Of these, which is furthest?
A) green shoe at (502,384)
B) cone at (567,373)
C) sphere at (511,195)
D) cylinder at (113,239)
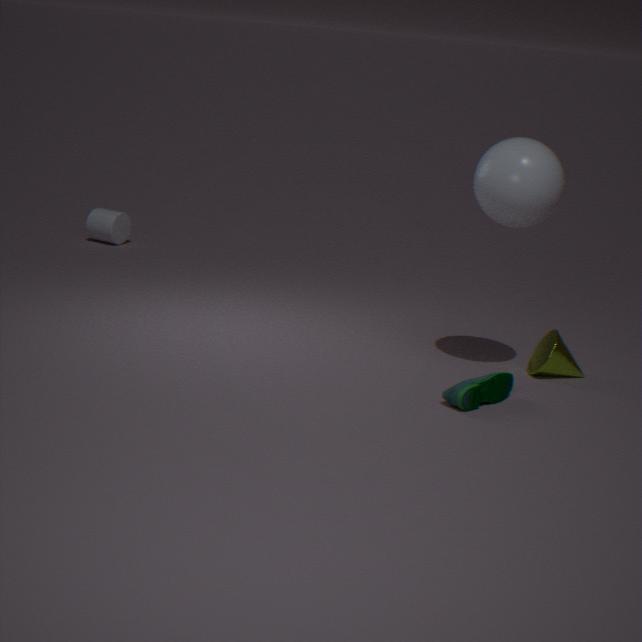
cylinder at (113,239)
